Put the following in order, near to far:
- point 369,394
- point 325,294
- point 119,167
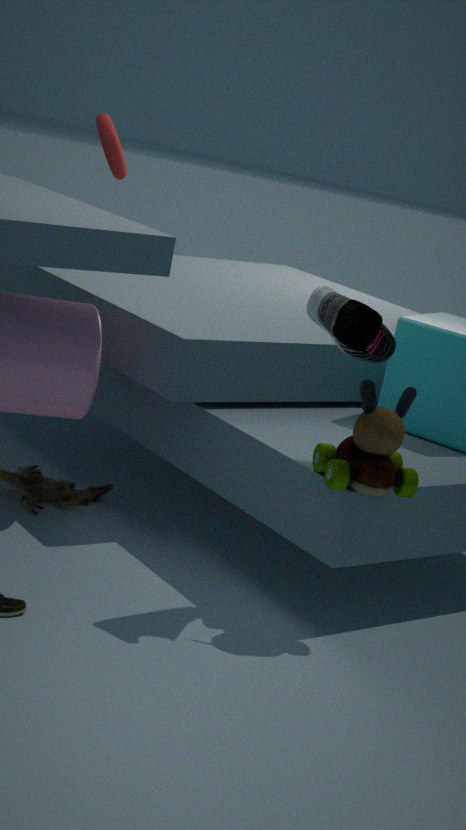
point 325,294 < point 369,394 < point 119,167
